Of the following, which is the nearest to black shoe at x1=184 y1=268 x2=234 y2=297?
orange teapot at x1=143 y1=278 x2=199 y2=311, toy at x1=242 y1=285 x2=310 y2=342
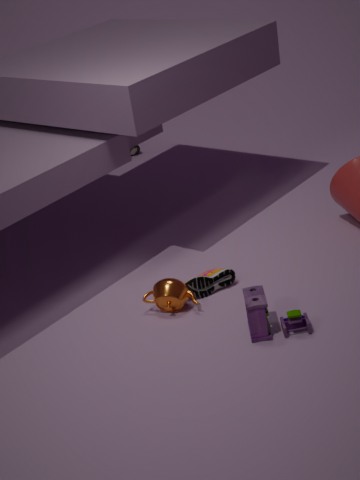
orange teapot at x1=143 y1=278 x2=199 y2=311
